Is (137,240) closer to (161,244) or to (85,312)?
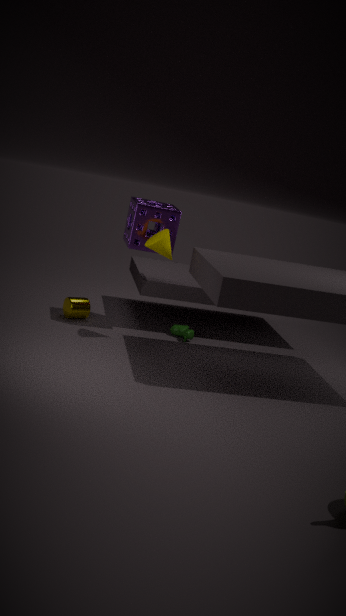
(161,244)
